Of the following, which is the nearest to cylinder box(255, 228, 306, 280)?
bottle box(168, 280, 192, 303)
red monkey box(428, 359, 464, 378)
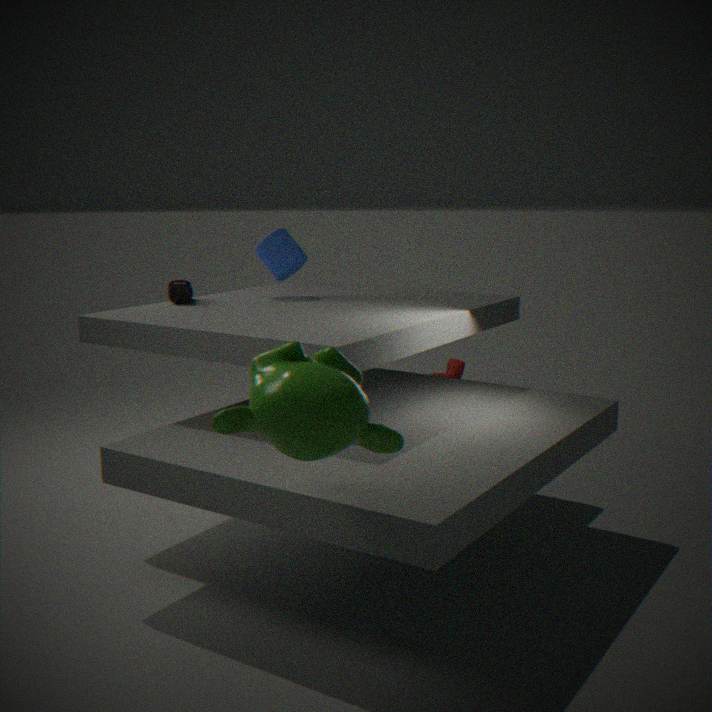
bottle box(168, 280, 192, 303)
